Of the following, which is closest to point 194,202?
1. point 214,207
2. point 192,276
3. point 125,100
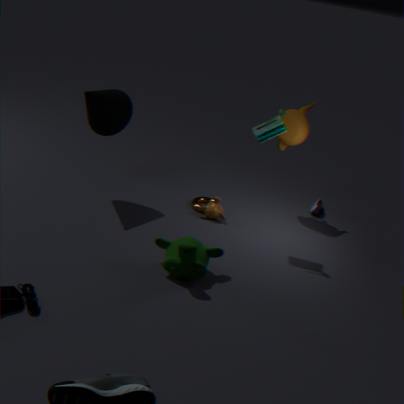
point 214,207
